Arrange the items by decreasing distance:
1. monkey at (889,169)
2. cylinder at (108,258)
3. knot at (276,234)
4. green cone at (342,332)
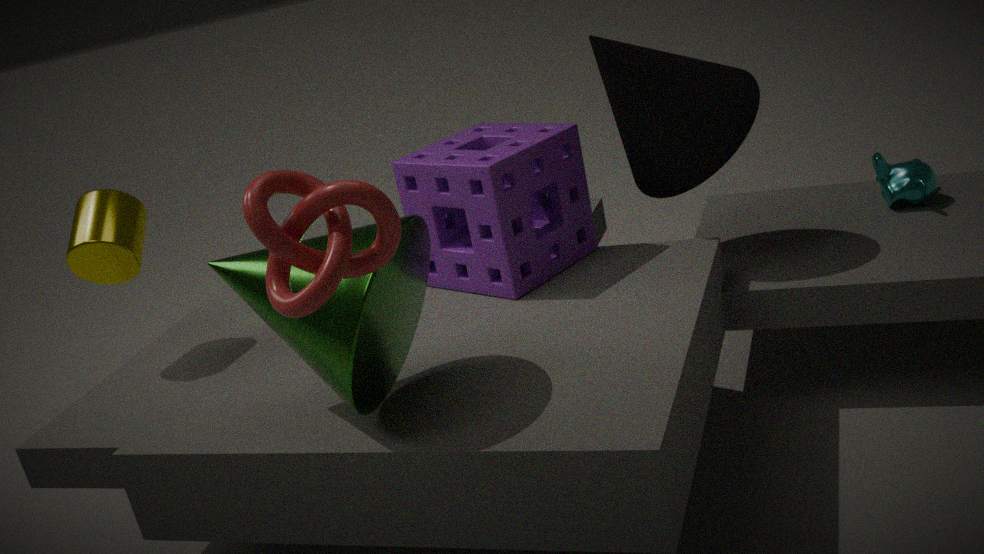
monkey at (889,169) < cylinder at (108,258) < green cone at (342,332) < knot at (276,234)
